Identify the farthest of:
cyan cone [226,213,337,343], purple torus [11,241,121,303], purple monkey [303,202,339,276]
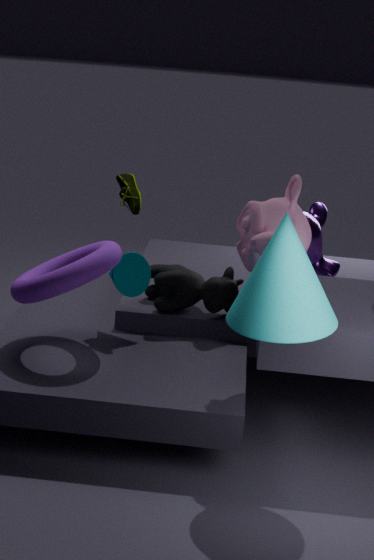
purple monkey [303,202,339,276]
